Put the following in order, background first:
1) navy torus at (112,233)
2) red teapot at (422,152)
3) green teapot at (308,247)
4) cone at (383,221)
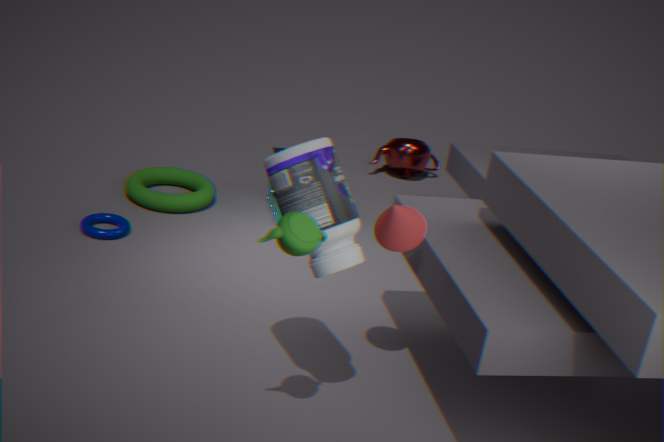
1. 2
2. 1
3. 4
4. 3
